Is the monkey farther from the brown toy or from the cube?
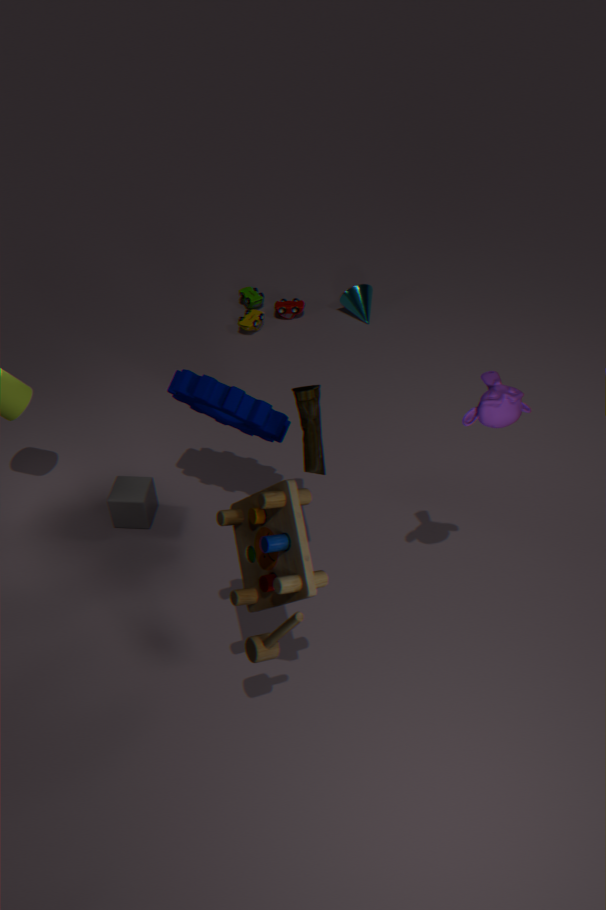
the cube
